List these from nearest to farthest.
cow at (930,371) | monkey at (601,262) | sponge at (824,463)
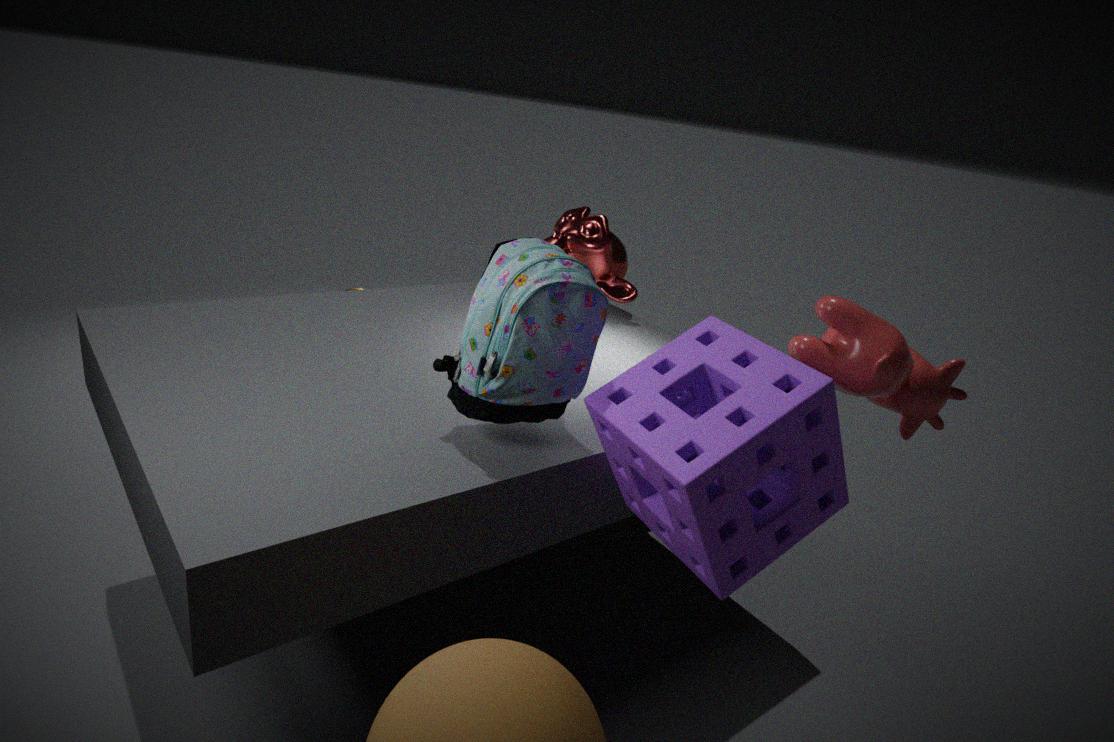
1. sponge at (824,463)
2. cow at (930,371)
3. monkey at (601,262)
